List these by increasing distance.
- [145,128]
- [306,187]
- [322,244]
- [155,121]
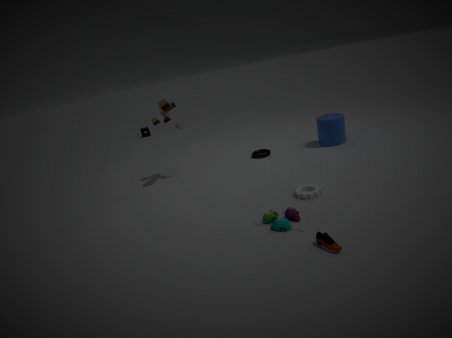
[322,244] < [306,187] < [155,121] < [145,128]
